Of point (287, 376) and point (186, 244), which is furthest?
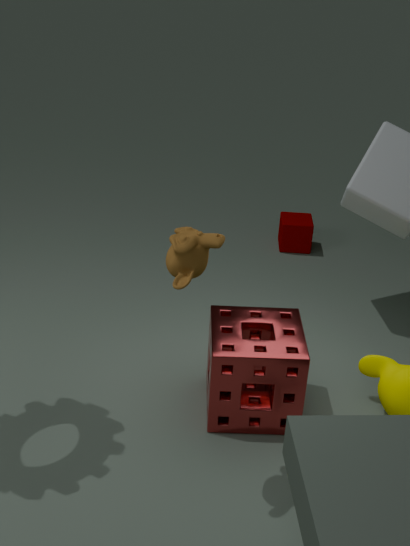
point (287, 376)
